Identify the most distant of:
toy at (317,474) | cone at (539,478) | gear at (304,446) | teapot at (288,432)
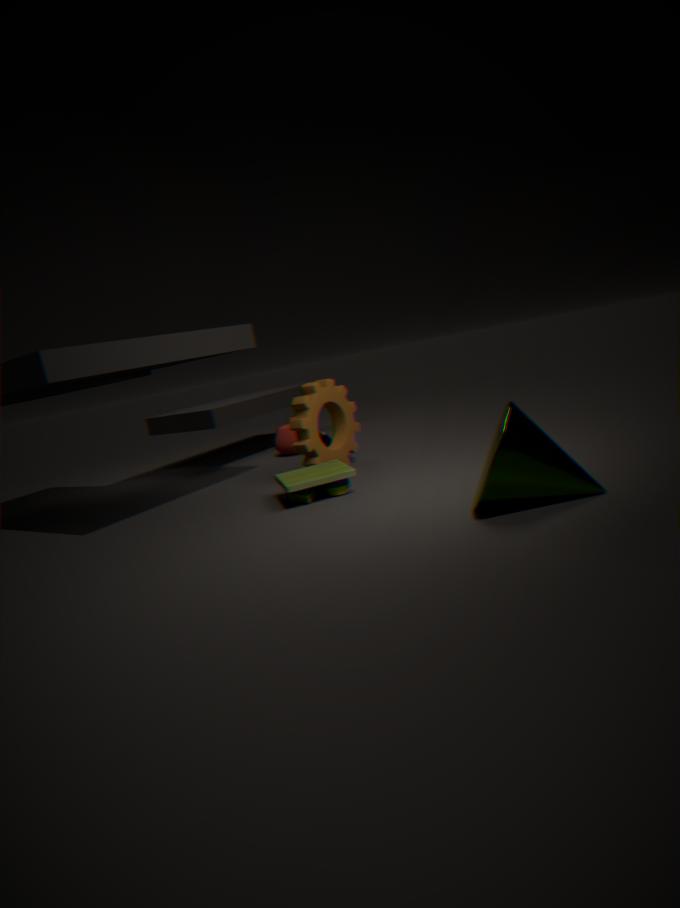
teapot at (288,432)
